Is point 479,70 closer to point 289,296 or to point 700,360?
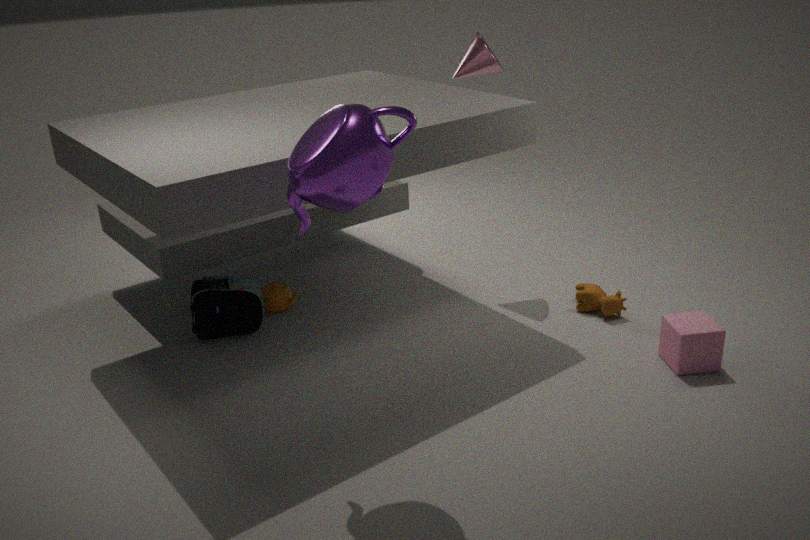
point 289,296
